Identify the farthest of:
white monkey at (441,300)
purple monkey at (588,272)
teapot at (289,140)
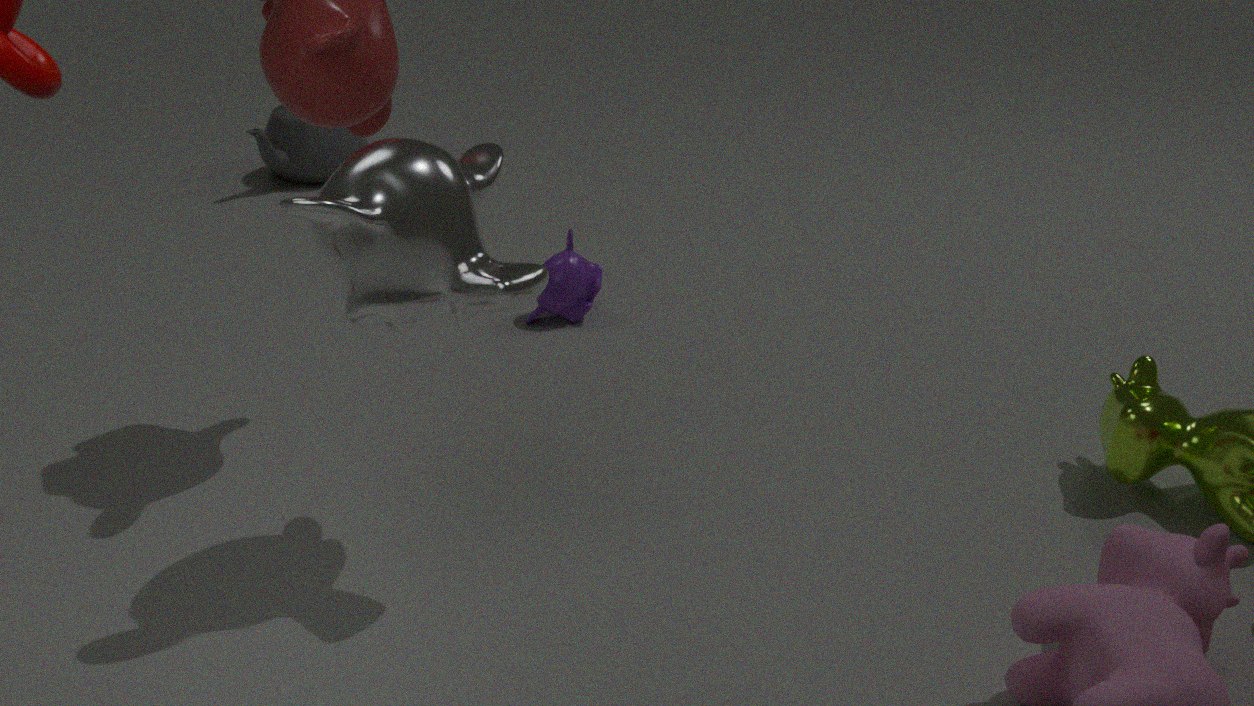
teapot at (289,140)
